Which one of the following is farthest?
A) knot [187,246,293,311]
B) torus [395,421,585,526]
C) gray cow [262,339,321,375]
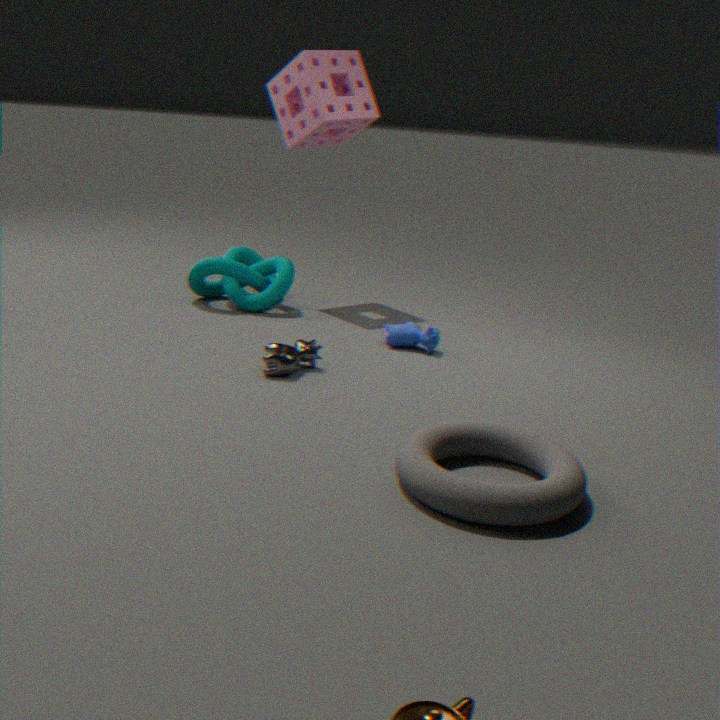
knot [187,246,293,311]
